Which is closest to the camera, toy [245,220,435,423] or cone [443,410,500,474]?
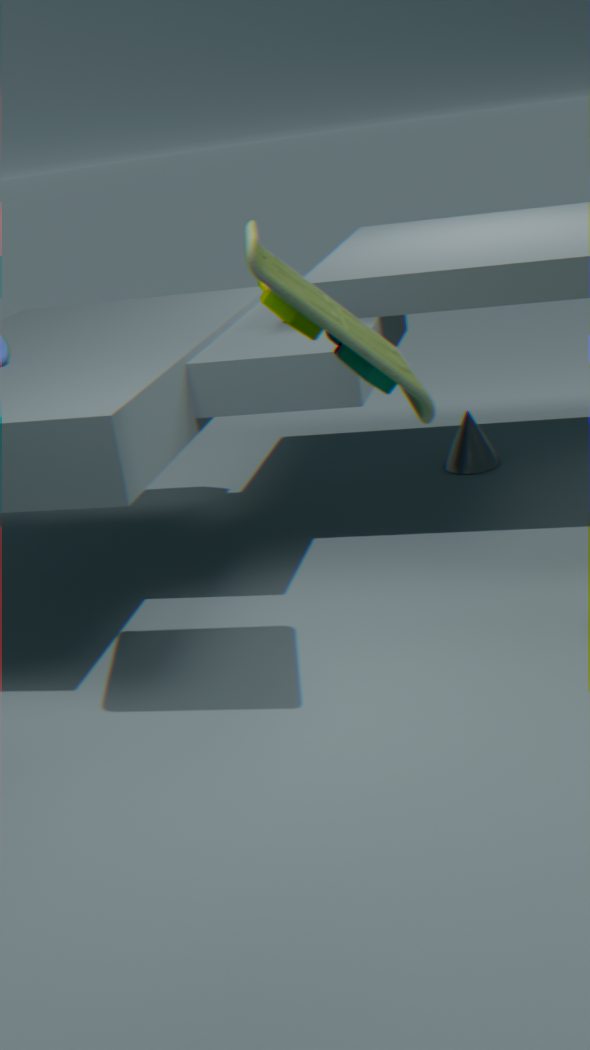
toy [245,220,435,423]
